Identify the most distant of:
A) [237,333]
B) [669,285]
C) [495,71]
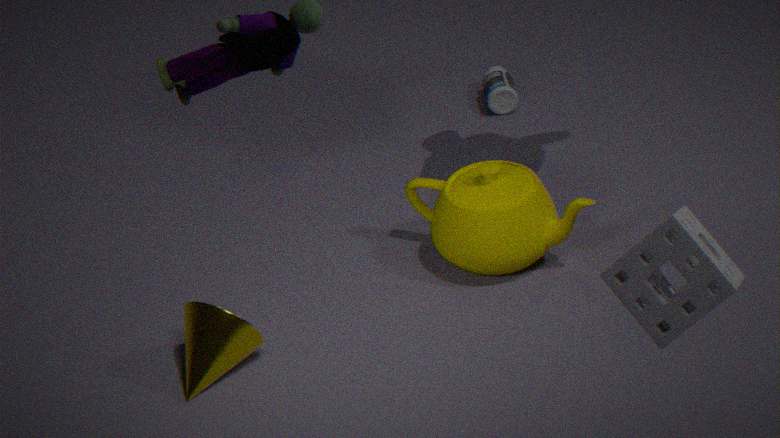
[495,71]
